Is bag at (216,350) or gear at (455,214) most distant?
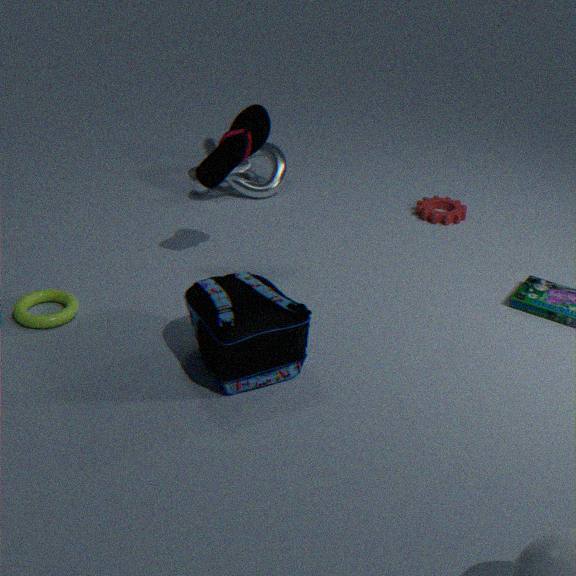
gear at (455,214)
